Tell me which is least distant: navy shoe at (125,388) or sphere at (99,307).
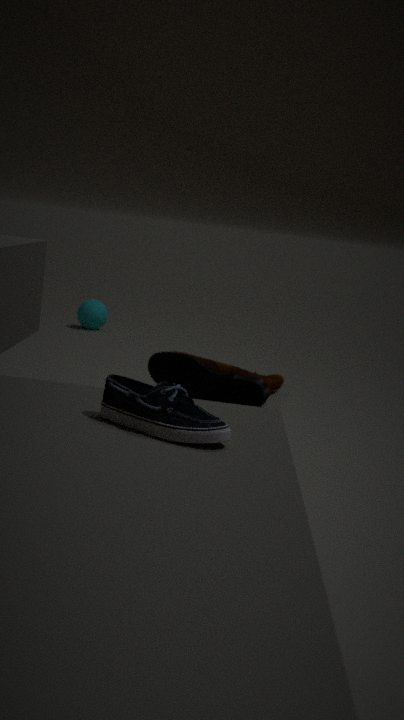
navy shoe at (125,388)
